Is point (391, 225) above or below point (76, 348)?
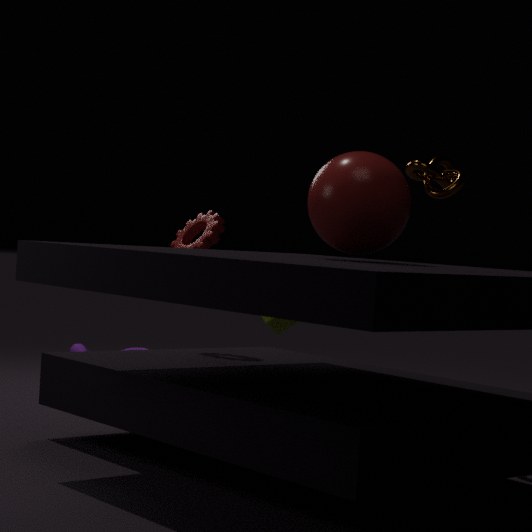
above
